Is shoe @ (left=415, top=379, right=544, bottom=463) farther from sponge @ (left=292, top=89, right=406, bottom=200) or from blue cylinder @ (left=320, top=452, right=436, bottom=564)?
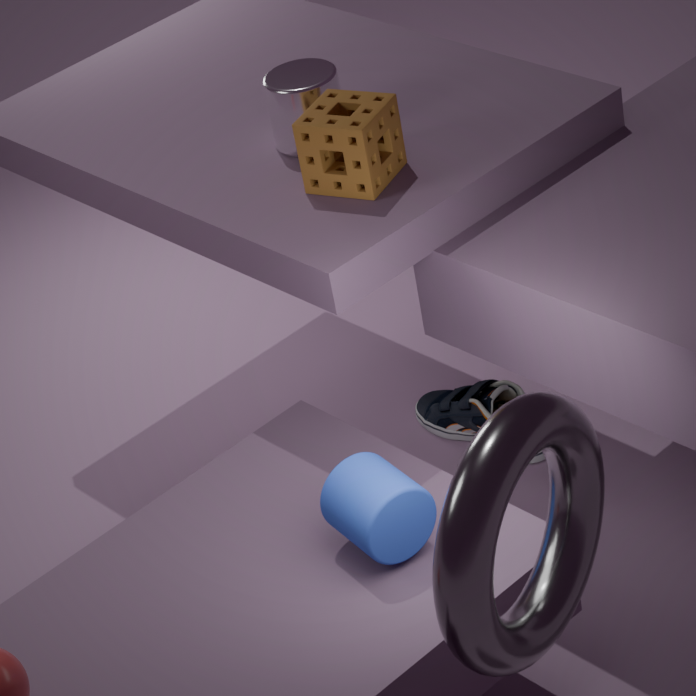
blue cylinder @ (left=320, top=452, right=436, bottom=564)
